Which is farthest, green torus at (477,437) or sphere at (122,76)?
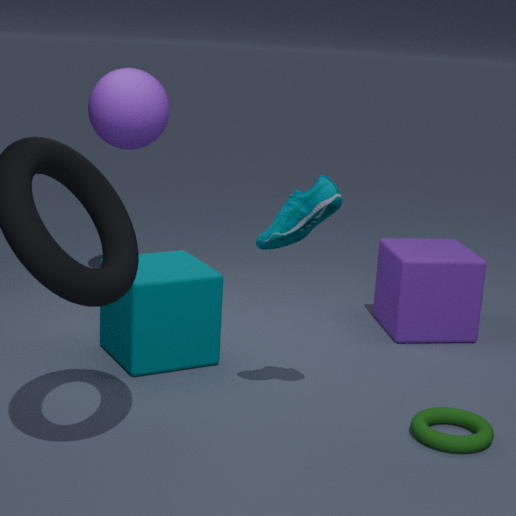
sphere at (122,76)
